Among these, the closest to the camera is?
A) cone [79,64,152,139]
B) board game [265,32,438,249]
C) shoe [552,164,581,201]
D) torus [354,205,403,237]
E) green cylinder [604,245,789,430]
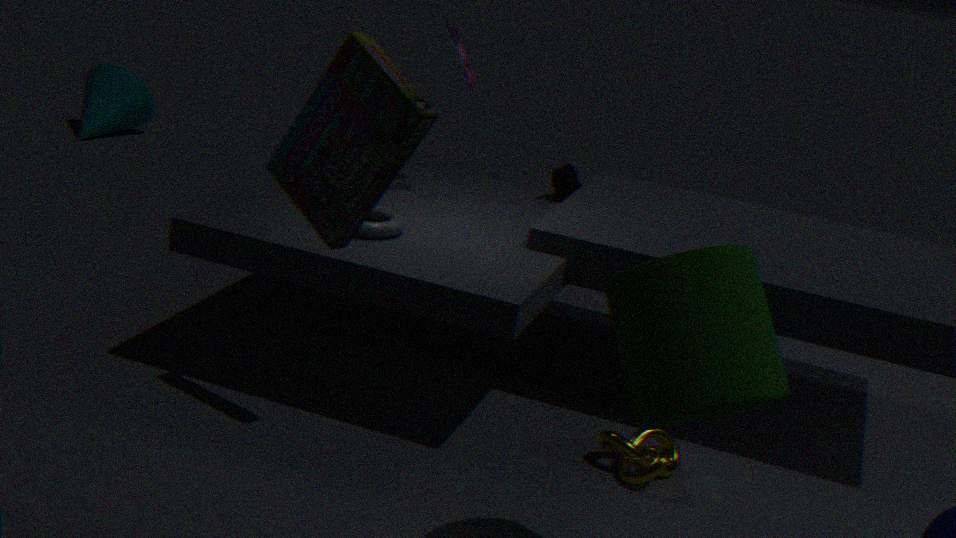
green cylinder [604,245,789,430]
